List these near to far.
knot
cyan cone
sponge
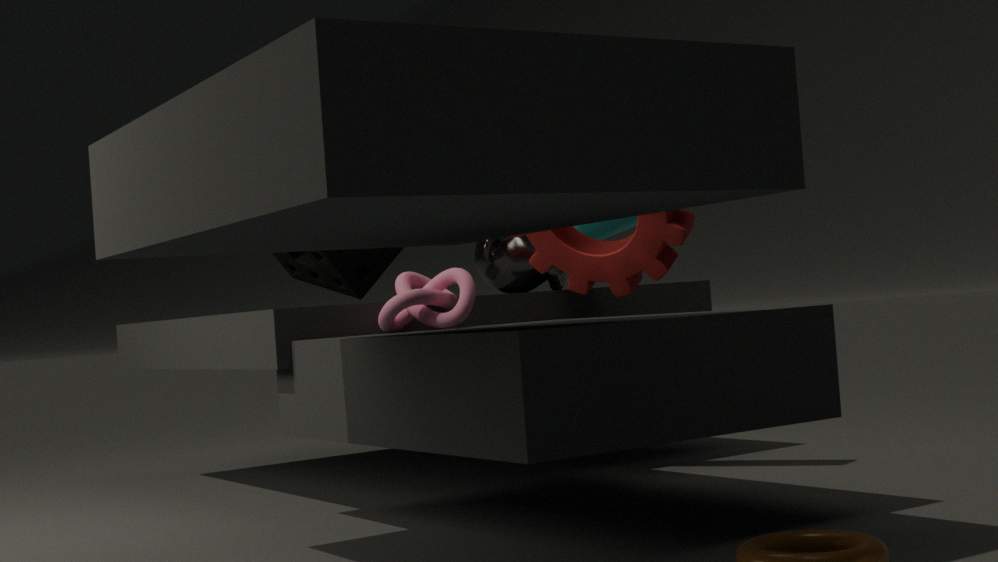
knot
sponge
cyan cone
